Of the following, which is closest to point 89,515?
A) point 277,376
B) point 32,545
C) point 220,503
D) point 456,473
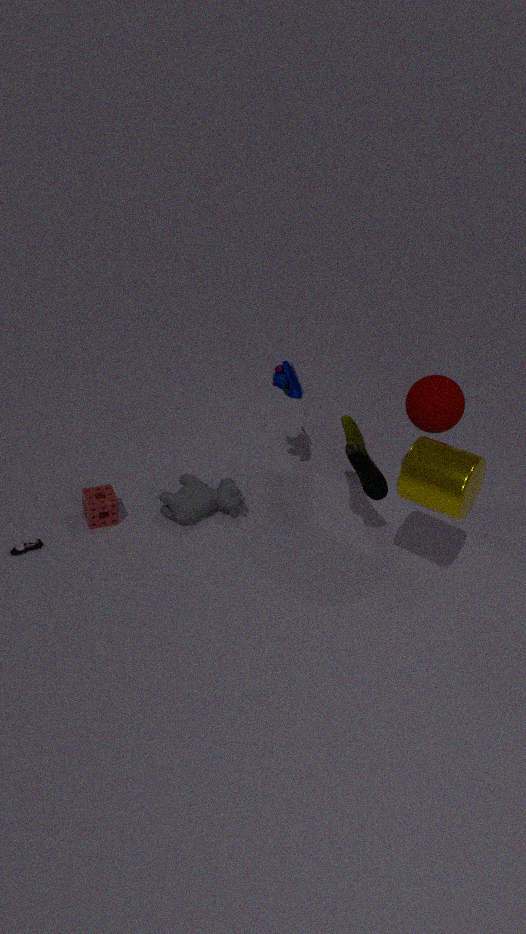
point 32,545
